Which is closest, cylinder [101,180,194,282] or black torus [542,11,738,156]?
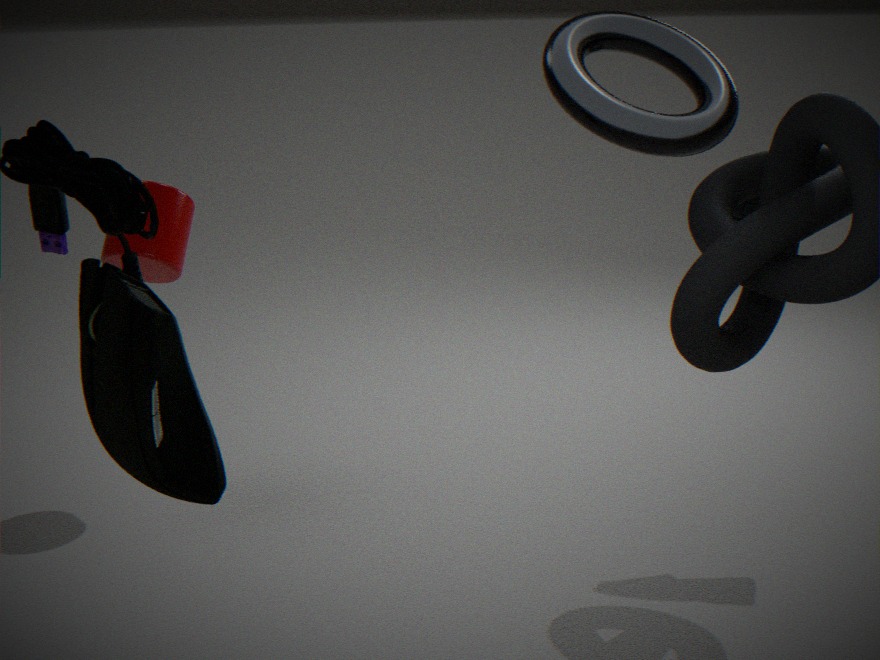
black torus [542,11,738,156]
